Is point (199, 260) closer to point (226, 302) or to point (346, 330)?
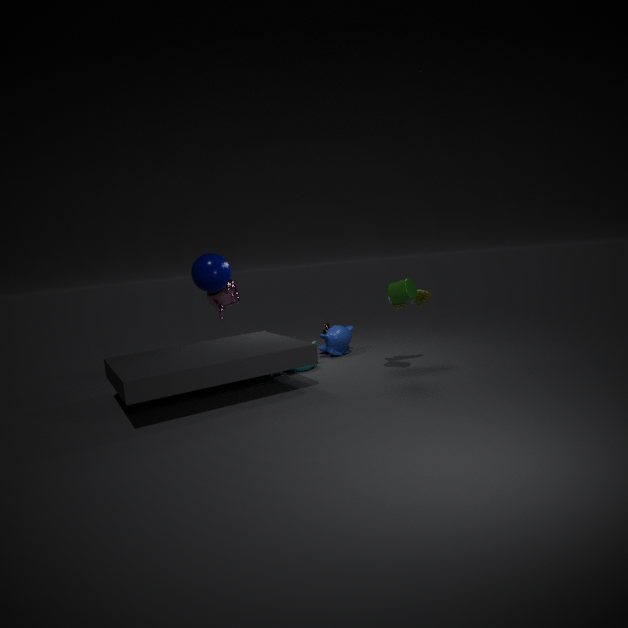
point (226, 302)
